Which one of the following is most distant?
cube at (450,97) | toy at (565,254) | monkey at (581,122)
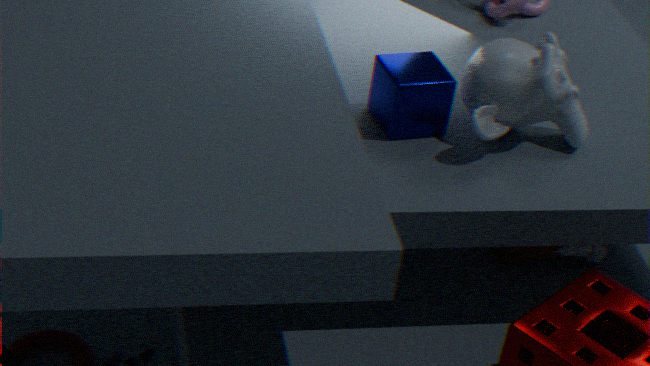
toy at (565,254)
